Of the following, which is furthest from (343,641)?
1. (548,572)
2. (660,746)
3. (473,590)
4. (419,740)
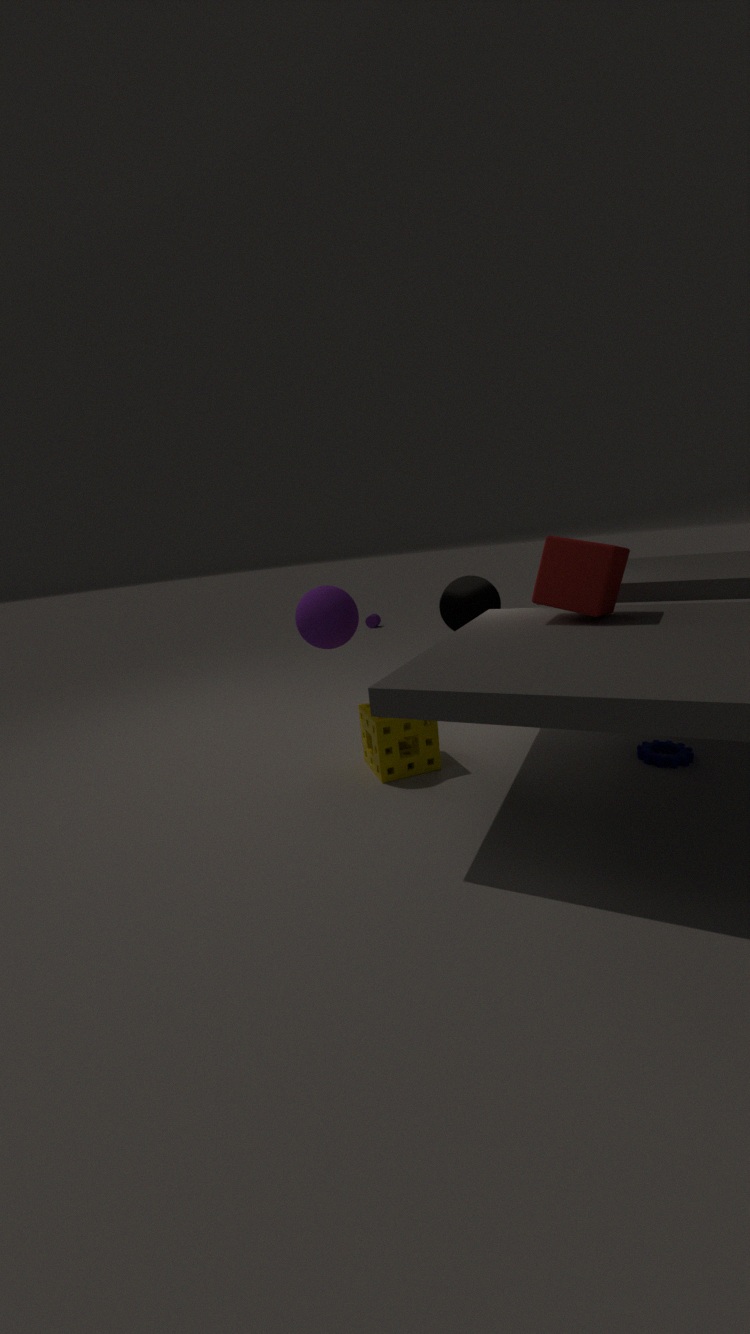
(660,746)
